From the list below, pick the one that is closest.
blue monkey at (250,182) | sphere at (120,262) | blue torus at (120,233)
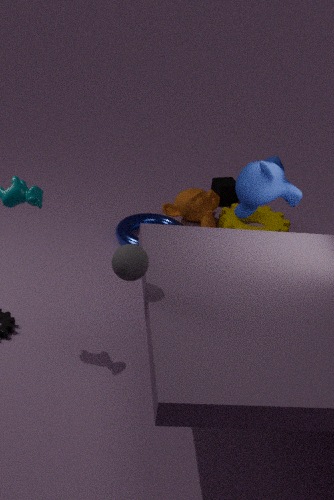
sphere at (120,262)
